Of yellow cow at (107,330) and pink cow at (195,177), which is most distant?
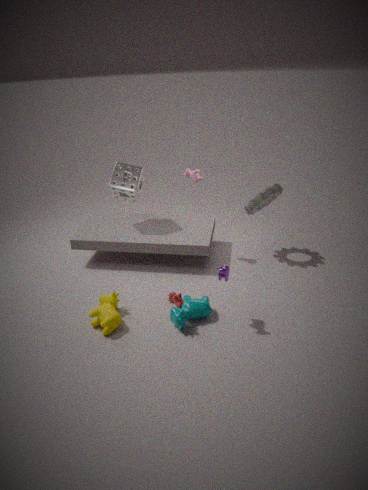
pink cow at (195,177)
